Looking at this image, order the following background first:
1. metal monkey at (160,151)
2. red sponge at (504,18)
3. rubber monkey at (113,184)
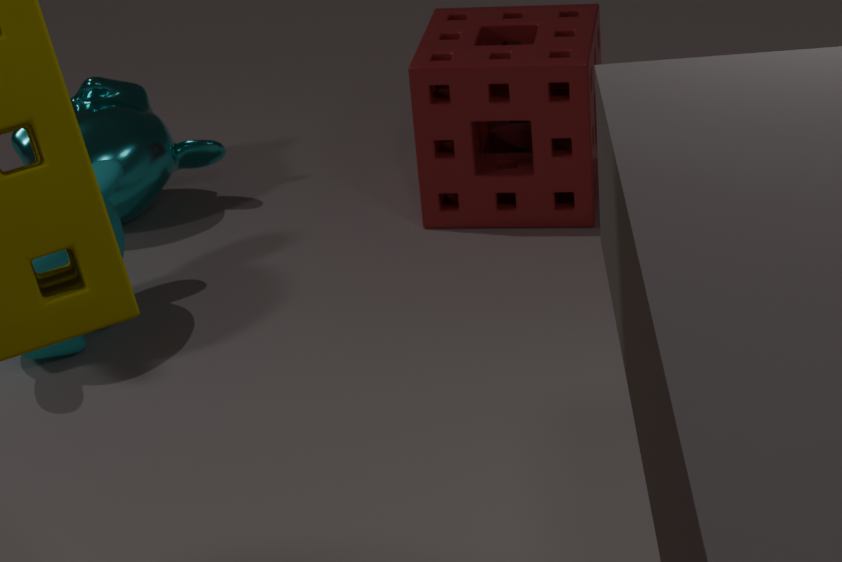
metal monkey at (160,151)
red sponge at (504,18)
rubber monkey at (113,184)
